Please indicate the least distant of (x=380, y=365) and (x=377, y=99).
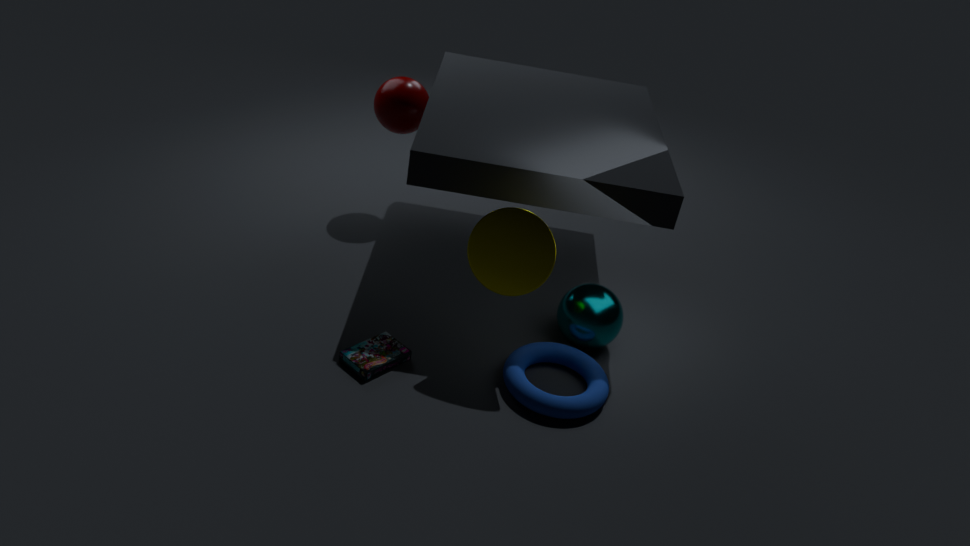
(x=380, y=365)
